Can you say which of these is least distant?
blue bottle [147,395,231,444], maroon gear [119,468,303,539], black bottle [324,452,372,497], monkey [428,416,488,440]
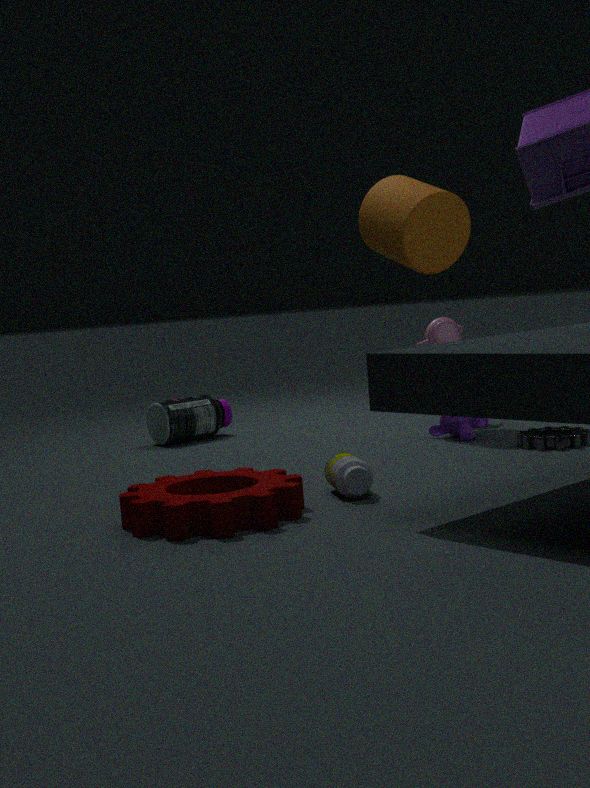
maroon gear [119,468,303,539]
